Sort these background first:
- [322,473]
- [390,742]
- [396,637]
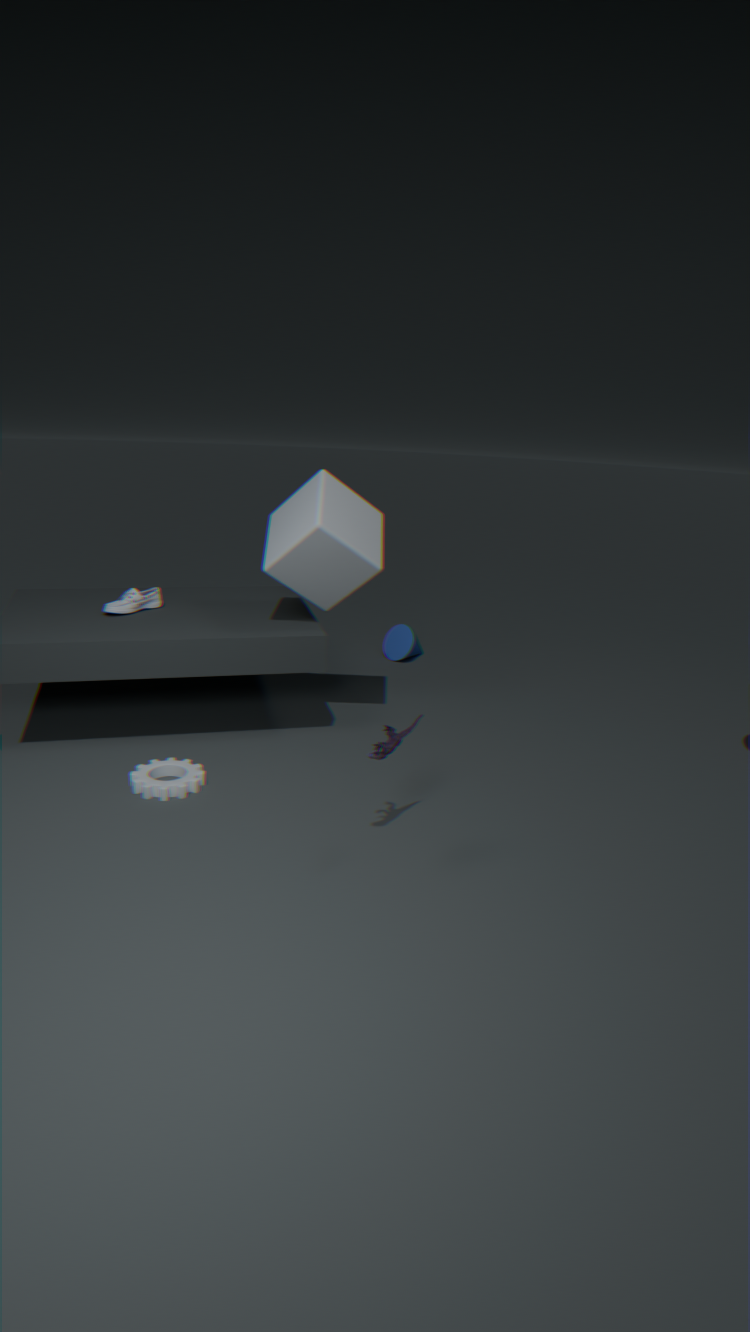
[396,637]
[322,473]
[390,742]
